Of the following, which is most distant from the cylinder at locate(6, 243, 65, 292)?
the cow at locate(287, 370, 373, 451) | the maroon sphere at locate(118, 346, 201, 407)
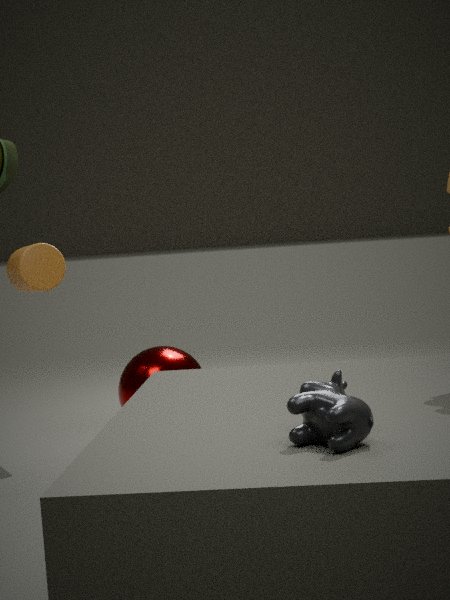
the cow at locate(287, 370, 373, 451)
